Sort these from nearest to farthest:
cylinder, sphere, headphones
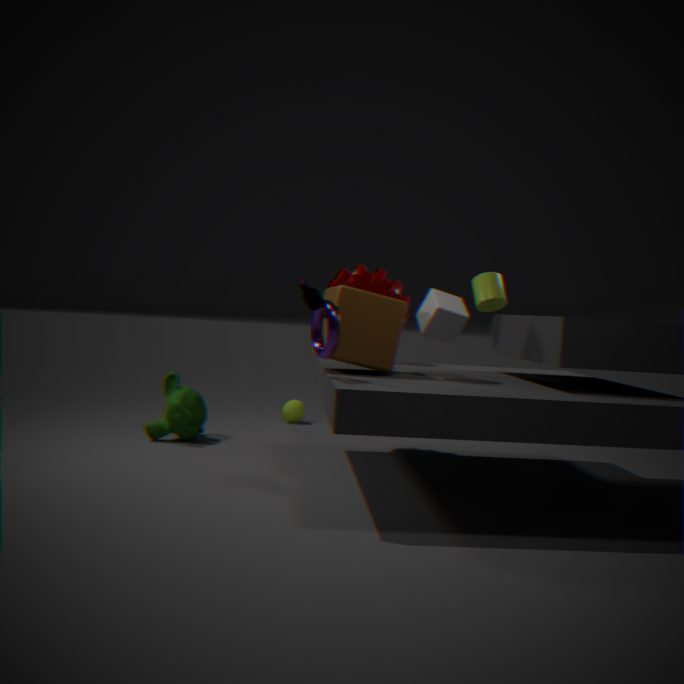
1. headphones
2. cylinder
3. sphere
